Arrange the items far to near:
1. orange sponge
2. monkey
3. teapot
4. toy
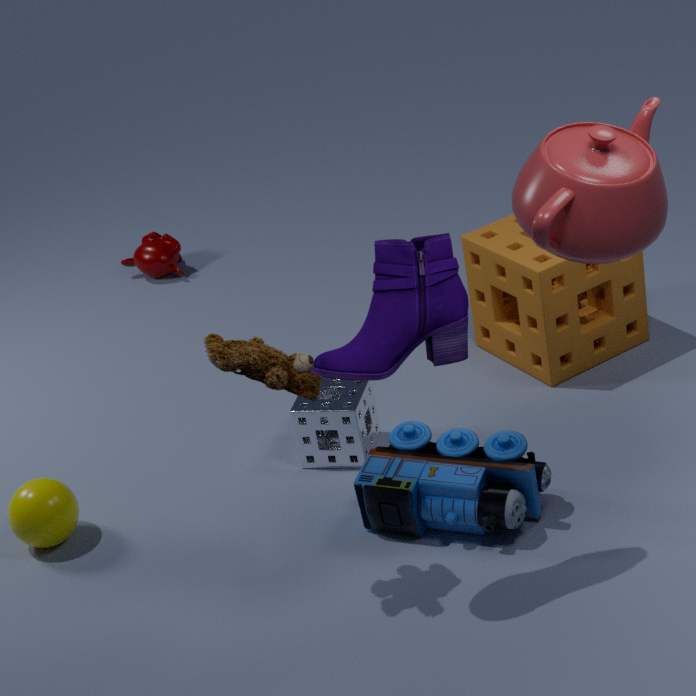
monkey
orange sponge
toy
teapot
